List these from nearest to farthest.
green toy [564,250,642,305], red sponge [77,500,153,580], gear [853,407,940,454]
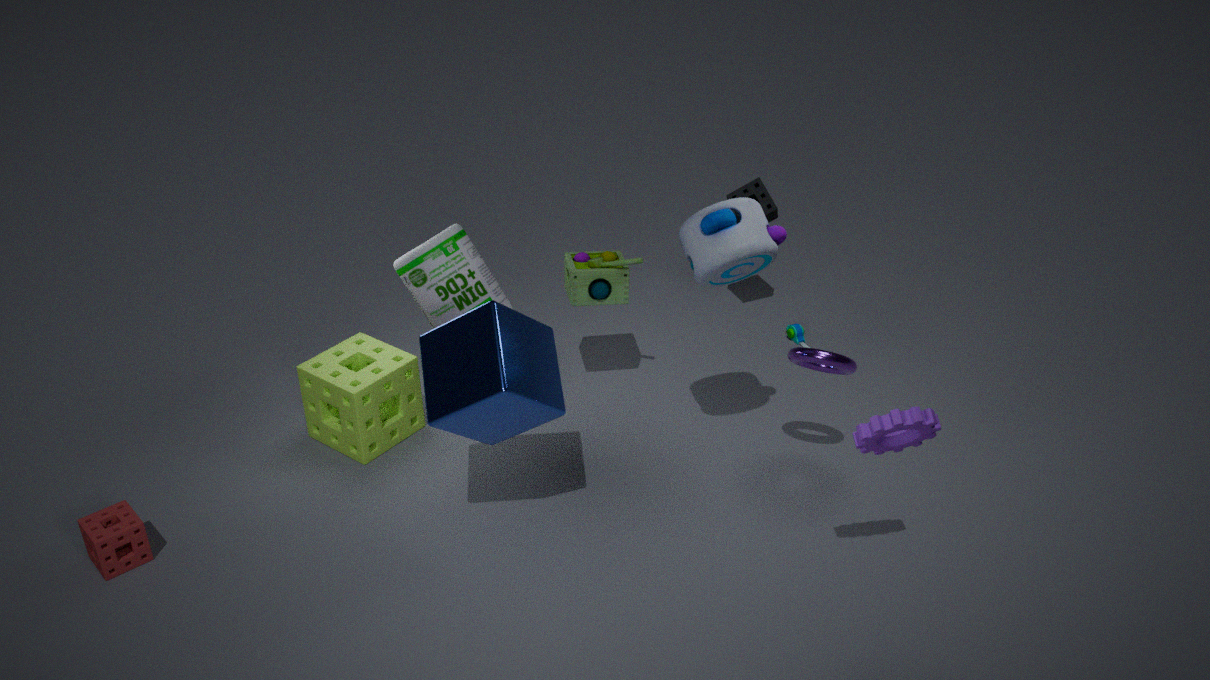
1. gear [853,407,940,454]
2. red sponge [77,500,153,580]
3. green toy [564,250,642,305]
